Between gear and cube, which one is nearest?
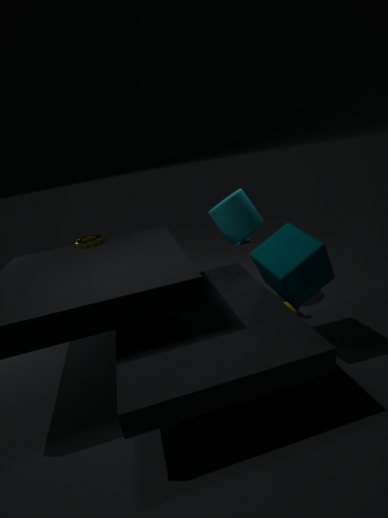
cube
